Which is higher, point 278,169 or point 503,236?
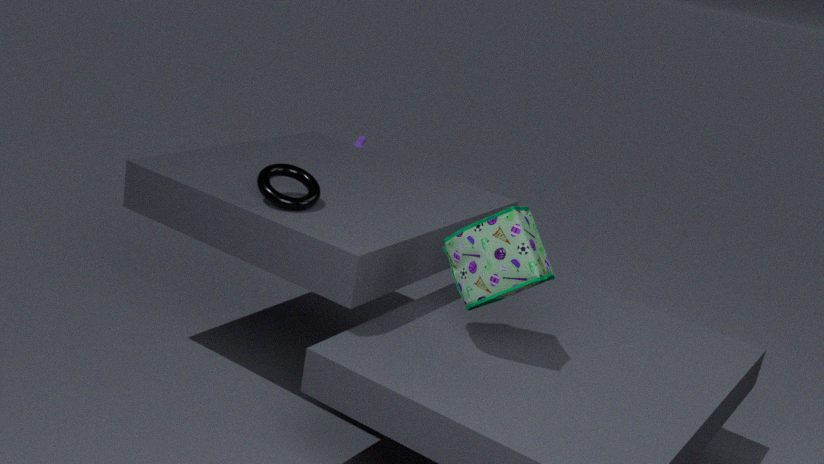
point 278,169
